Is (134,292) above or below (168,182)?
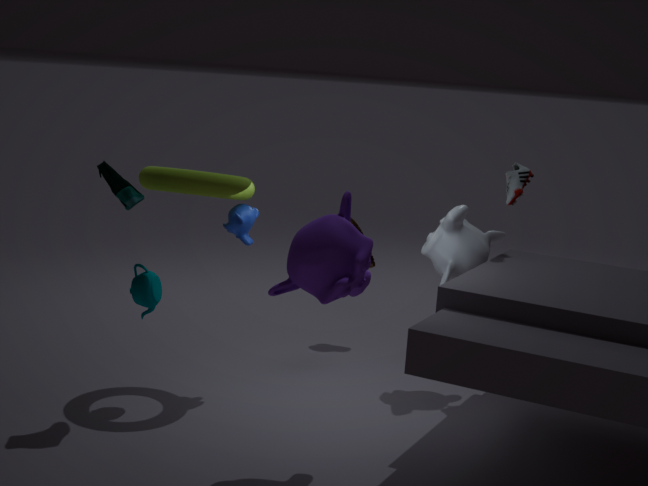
below
